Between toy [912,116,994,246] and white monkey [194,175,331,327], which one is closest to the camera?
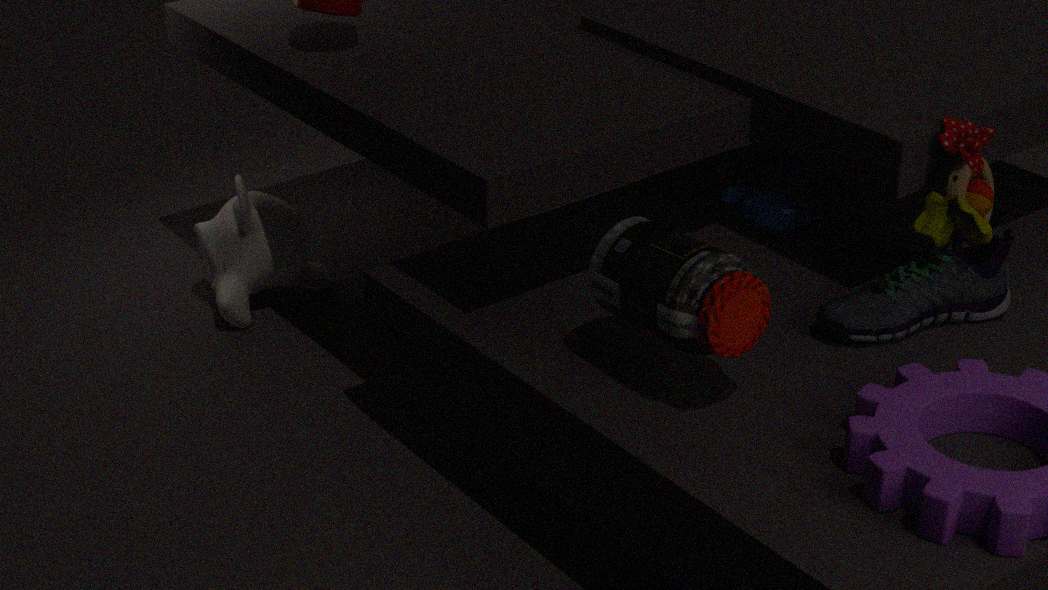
toy [912,116,994,246]
